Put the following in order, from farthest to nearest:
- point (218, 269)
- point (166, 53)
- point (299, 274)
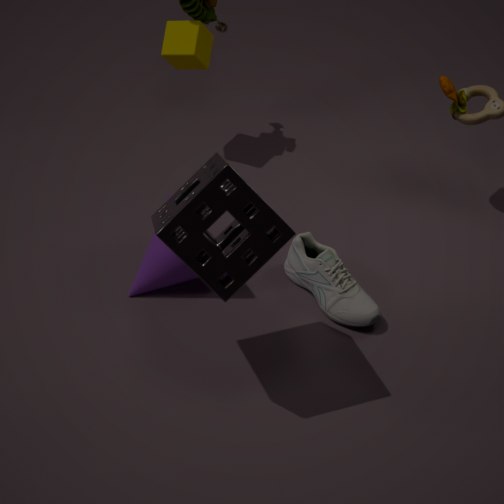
point (166, 53)
point (299, 274)
point (218, 269)
